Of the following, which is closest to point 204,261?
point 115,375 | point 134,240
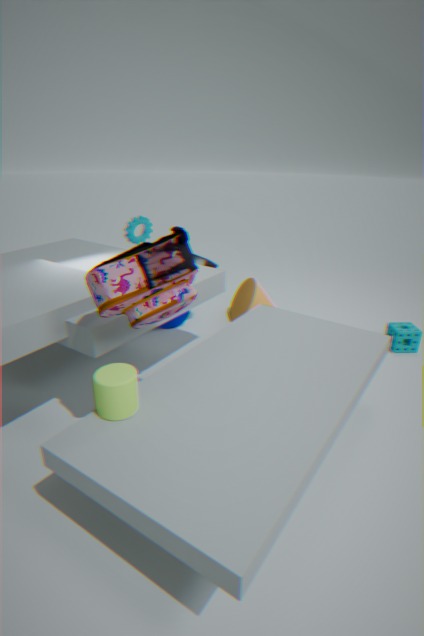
point 134,240
